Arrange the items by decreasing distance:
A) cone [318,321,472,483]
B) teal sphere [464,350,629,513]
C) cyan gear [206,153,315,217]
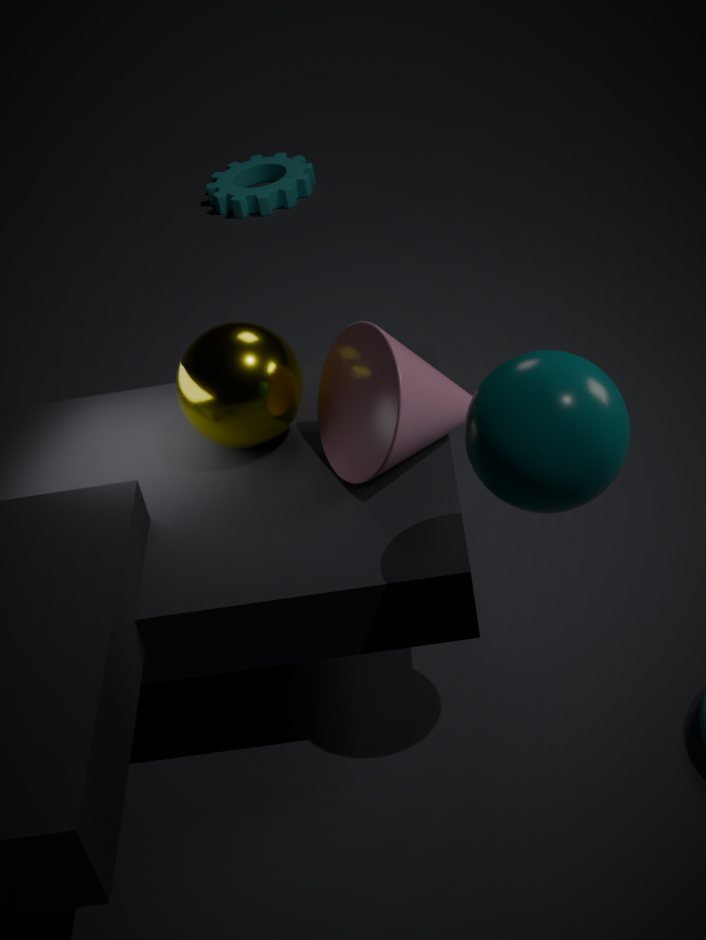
cyan gear [206,153,315,217]
cone [318,321,472,483]
teal sphere [464,350,629,513]
